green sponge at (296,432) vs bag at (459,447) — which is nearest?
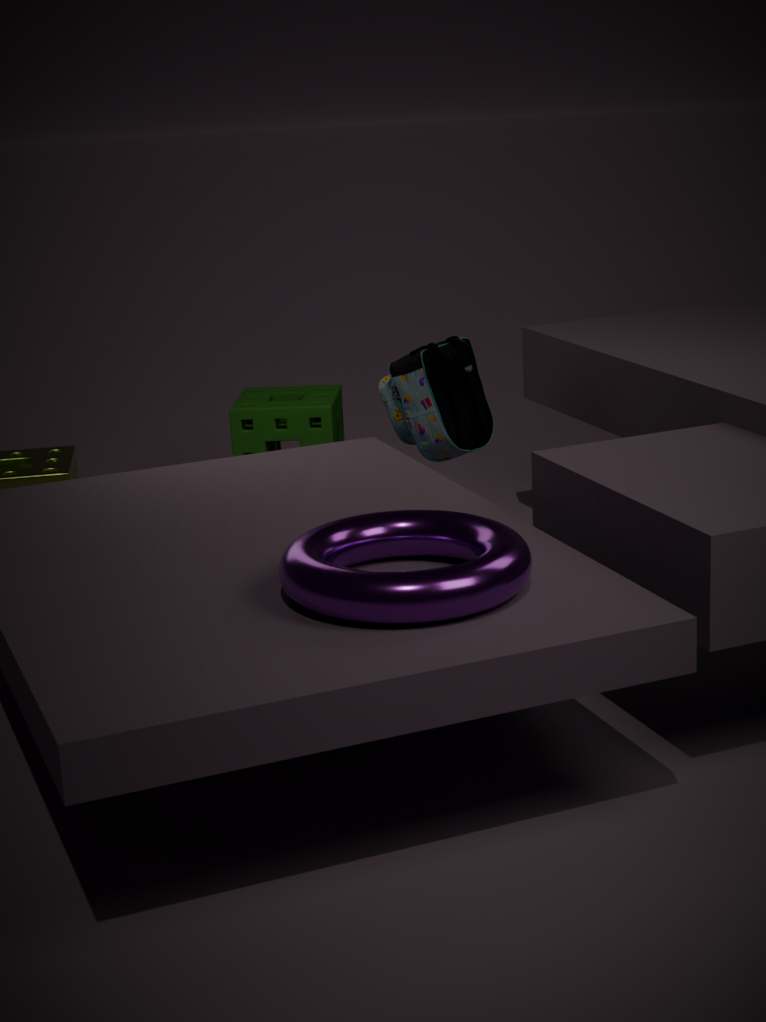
bag at (459,447)
